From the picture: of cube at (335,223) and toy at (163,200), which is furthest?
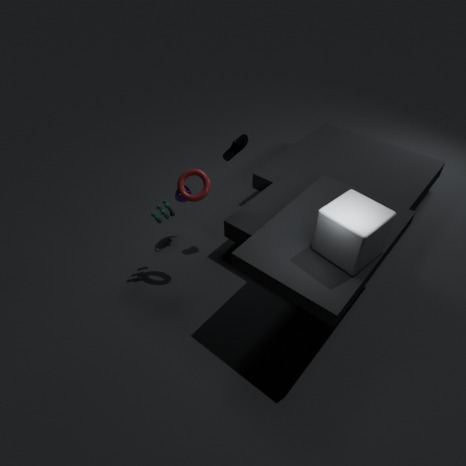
toy at (163,200)
